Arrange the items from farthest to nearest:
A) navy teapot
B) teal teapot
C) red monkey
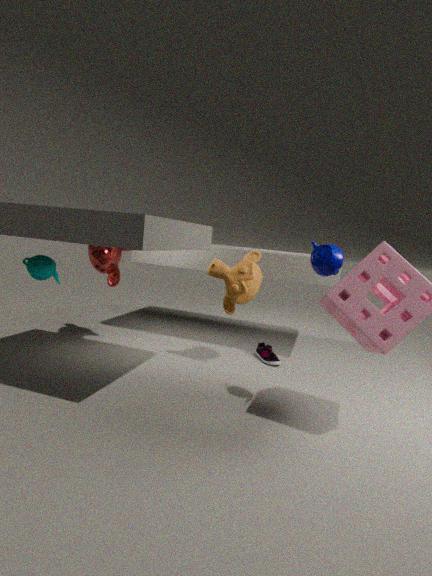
red monkey → teal teapot → navy teapot
